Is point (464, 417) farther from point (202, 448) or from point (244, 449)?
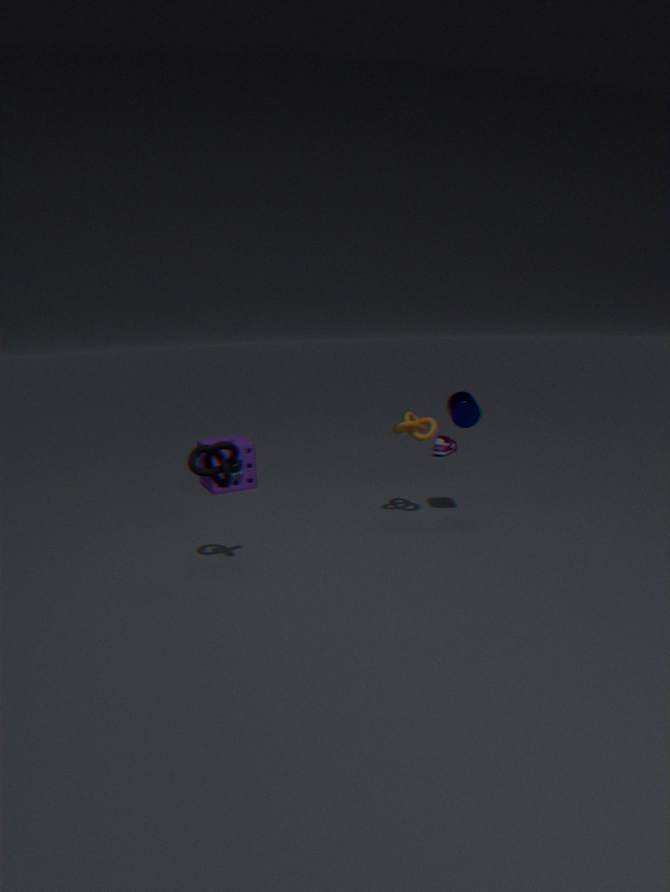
point (244, 449)
